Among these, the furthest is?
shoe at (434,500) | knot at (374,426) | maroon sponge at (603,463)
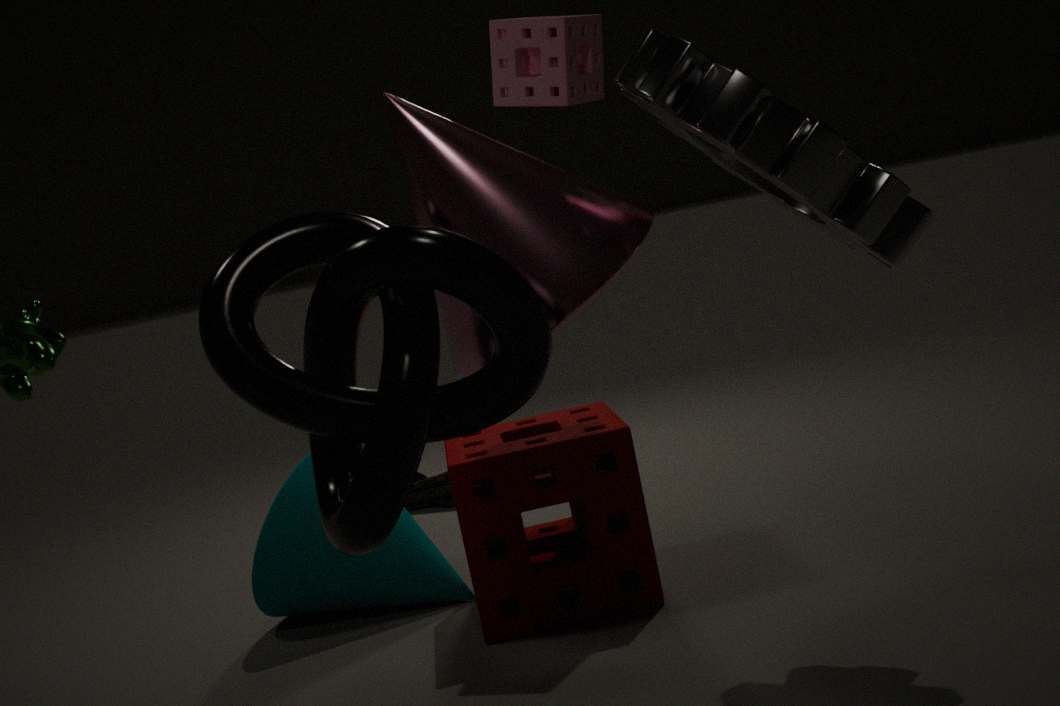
shoe at (434,500)
